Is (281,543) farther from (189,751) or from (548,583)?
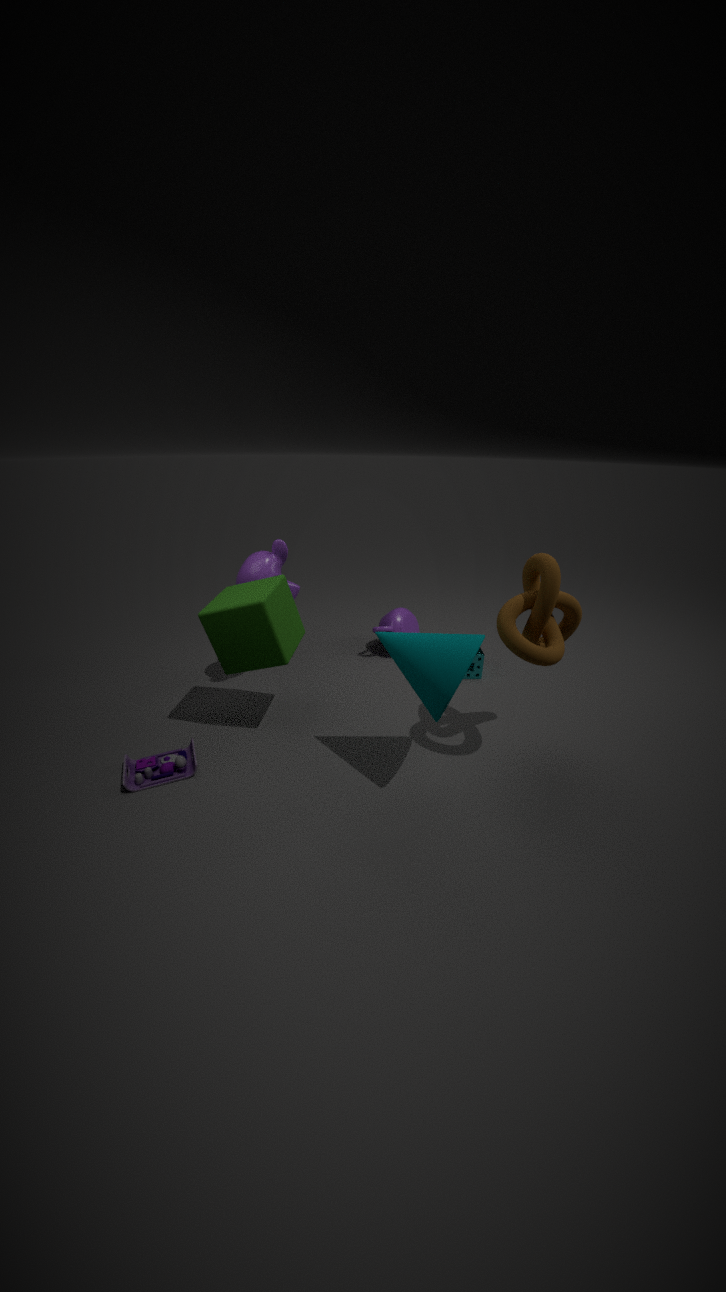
(548,583)
